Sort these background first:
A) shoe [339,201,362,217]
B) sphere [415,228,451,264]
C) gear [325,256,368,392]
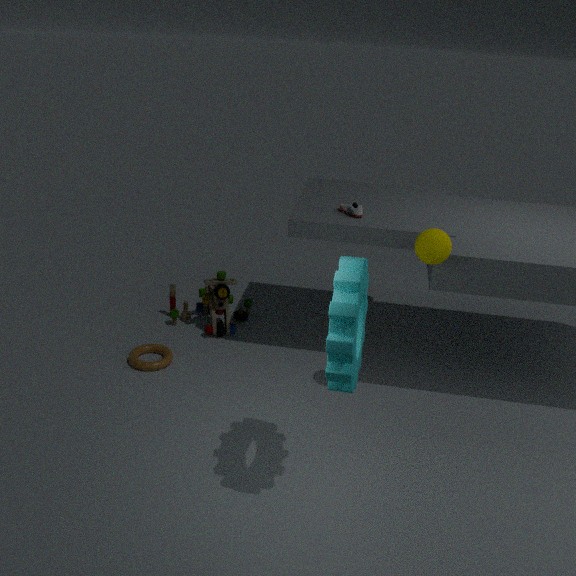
shoe [339,201,362,217], sphere [415,228,451,264], gear [325,256,368,392]
